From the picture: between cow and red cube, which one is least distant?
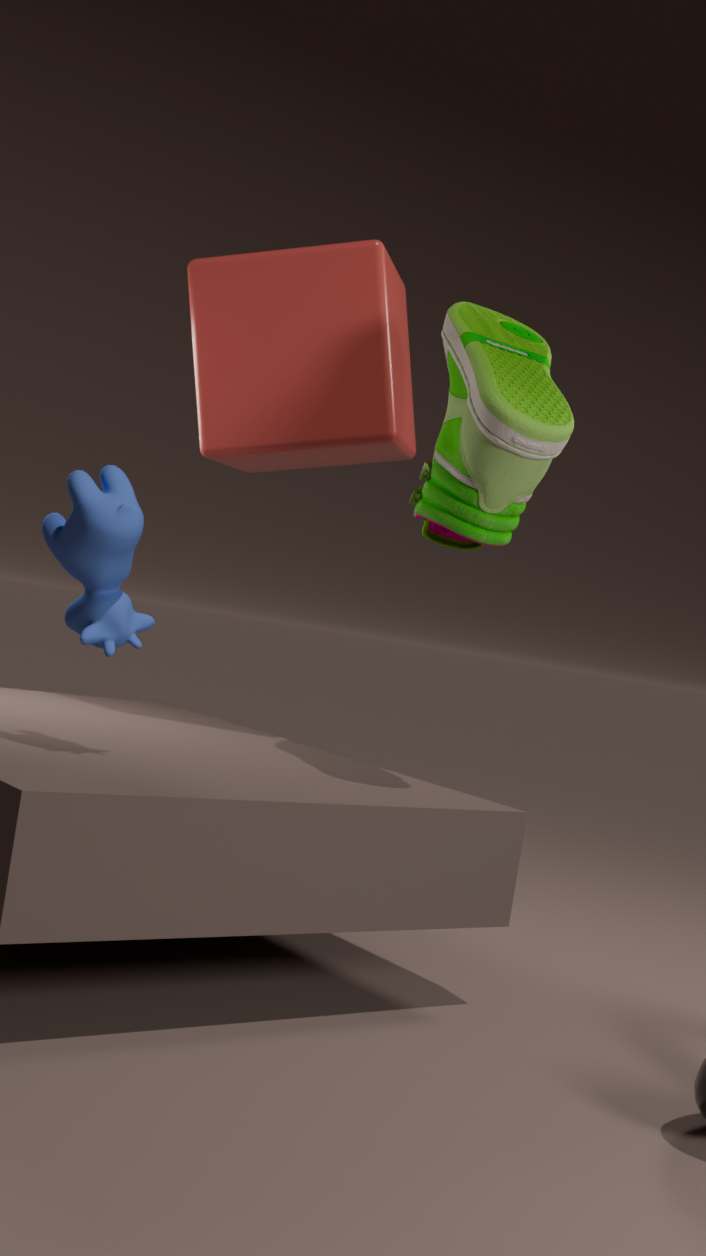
cow
